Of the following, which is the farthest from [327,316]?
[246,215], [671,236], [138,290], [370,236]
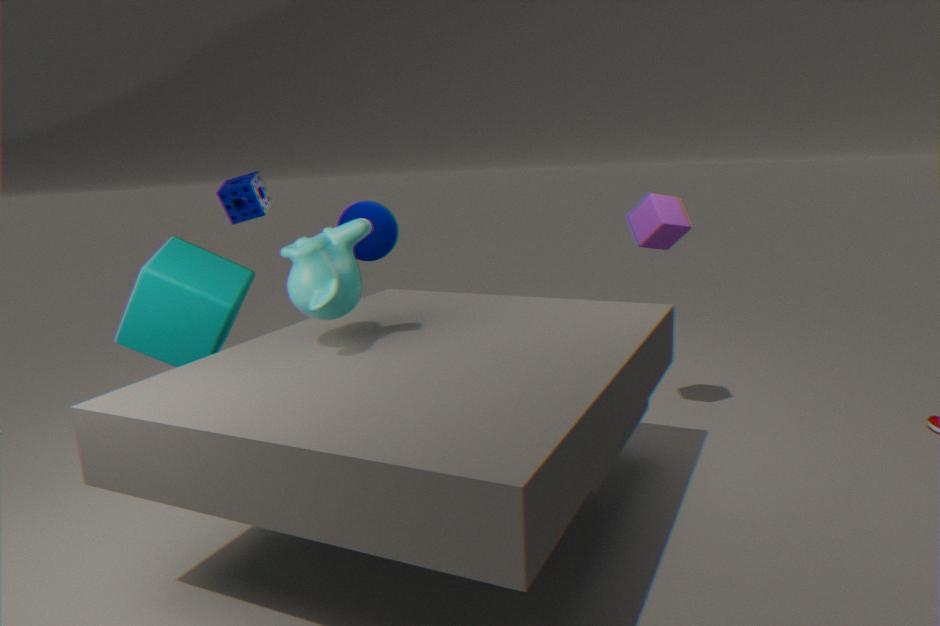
[370,236]
